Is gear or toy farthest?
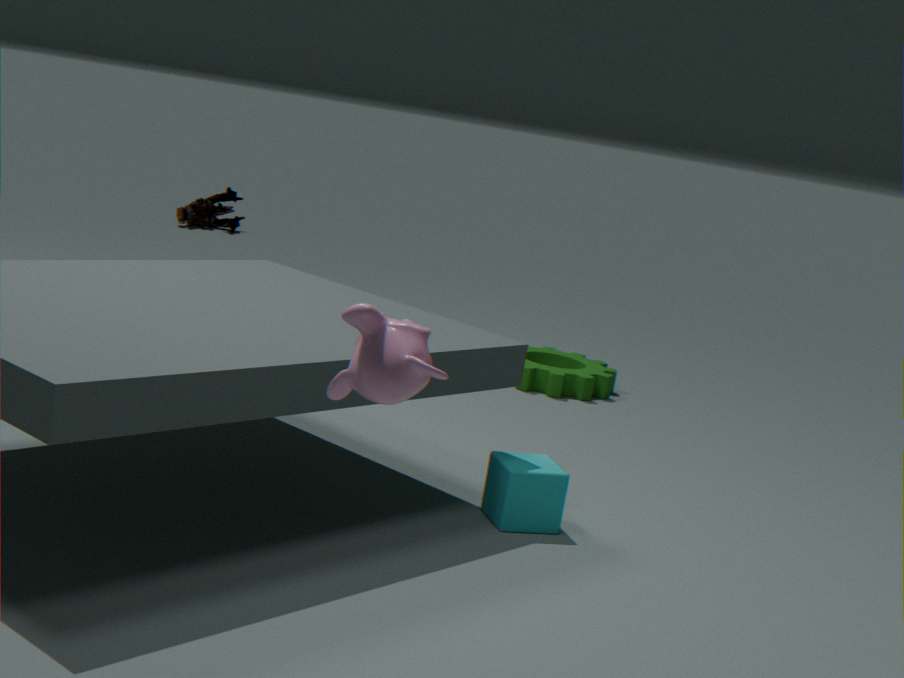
toy
